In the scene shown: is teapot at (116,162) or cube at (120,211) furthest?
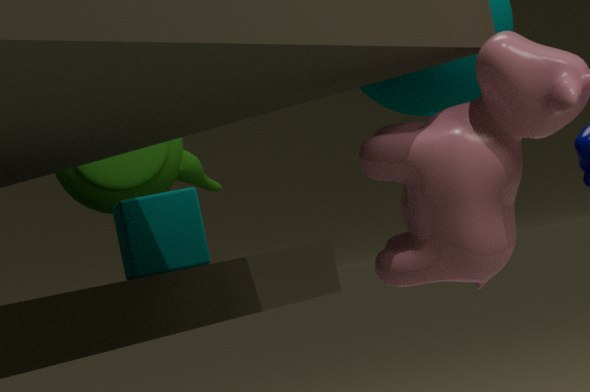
teapot at (116,162)
